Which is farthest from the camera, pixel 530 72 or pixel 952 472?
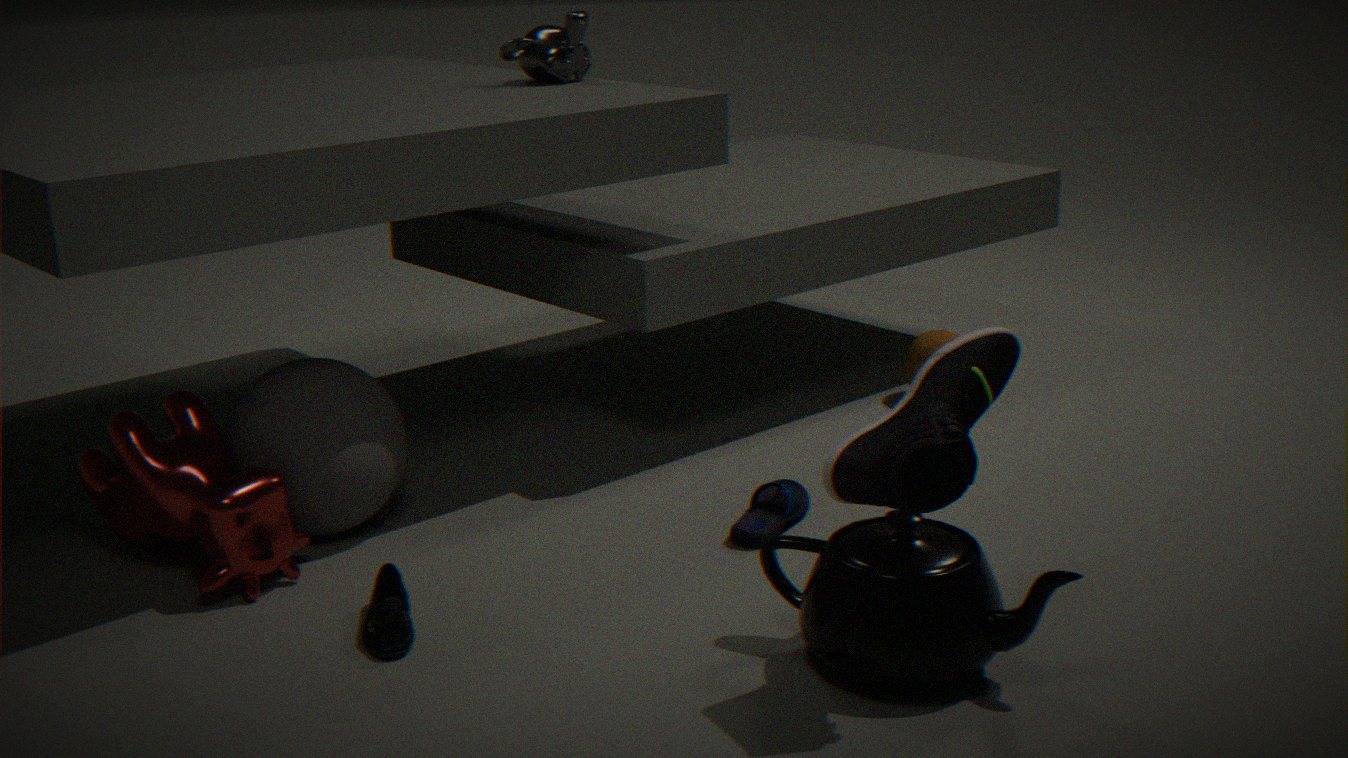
pixel 530 72
